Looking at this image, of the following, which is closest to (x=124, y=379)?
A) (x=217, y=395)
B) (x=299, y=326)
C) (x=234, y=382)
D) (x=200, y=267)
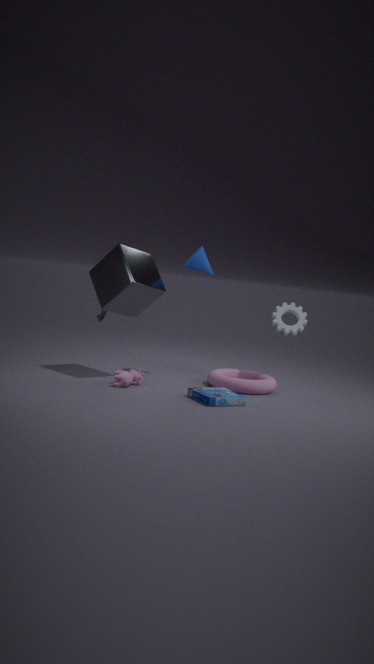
(x=217, y=395)
